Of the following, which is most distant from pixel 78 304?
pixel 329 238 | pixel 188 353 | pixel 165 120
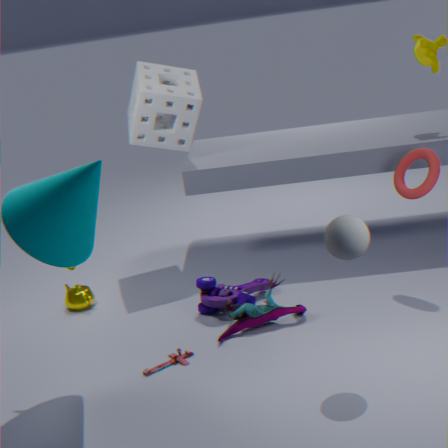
pixel 329 238
